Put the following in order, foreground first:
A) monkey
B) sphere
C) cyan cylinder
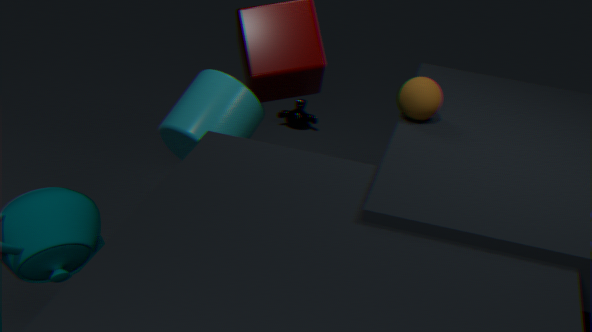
1. sphere
2. cyan cylinder
3. monkey
